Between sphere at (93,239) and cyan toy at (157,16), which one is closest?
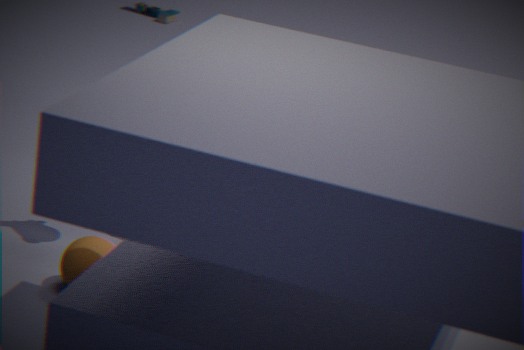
sphere at (93,239)
